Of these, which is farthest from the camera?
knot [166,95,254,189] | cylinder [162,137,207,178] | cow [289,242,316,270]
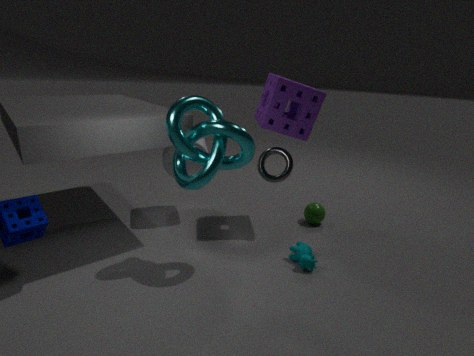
cylinder [162,137,207,178]
